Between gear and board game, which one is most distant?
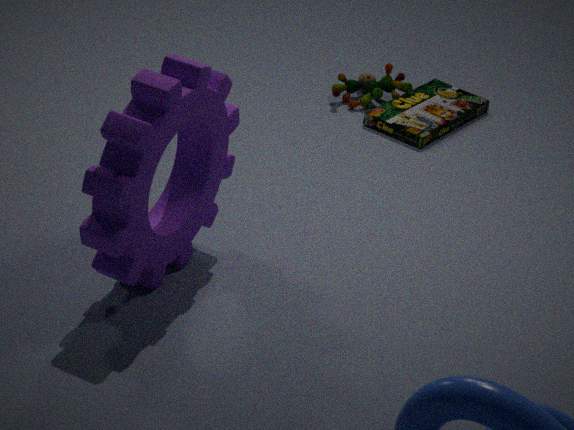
board game
